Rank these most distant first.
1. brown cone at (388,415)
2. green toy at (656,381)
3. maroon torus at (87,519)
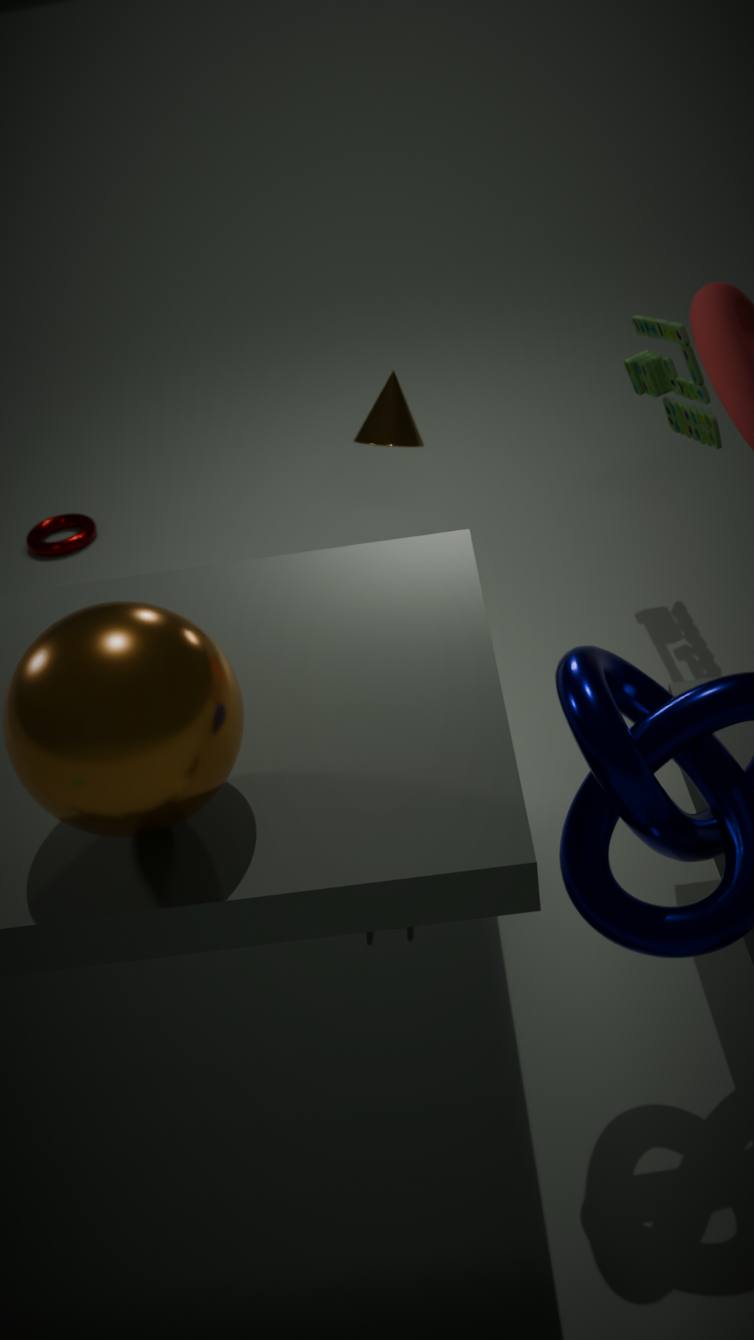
maroon torus at (87,519) < brown cone at (388,415) < green toy at (656,381)
